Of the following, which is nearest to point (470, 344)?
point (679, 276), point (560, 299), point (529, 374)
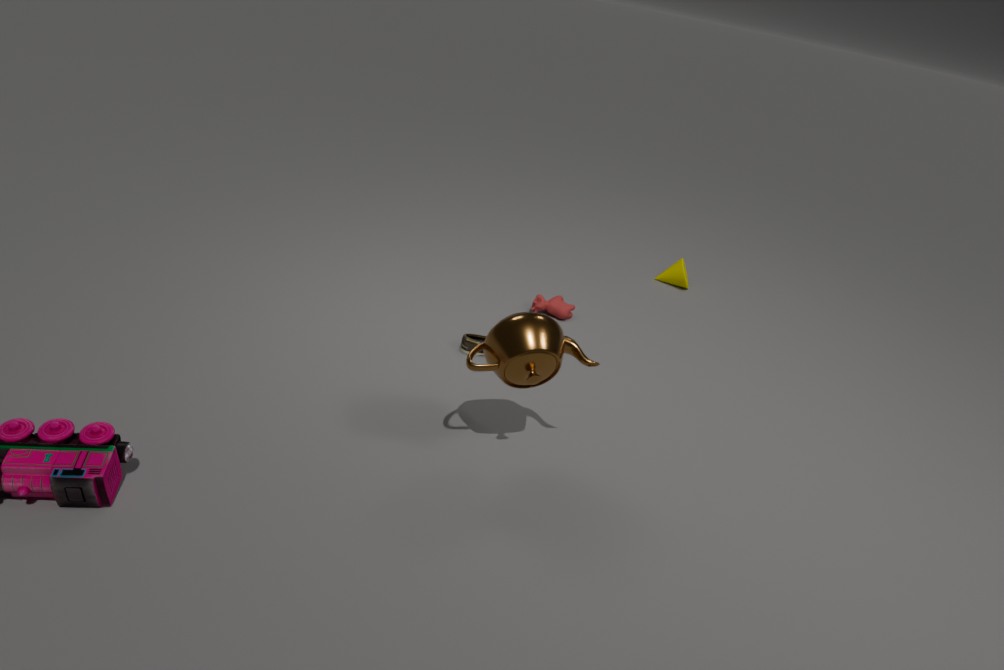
point (560, 299)
